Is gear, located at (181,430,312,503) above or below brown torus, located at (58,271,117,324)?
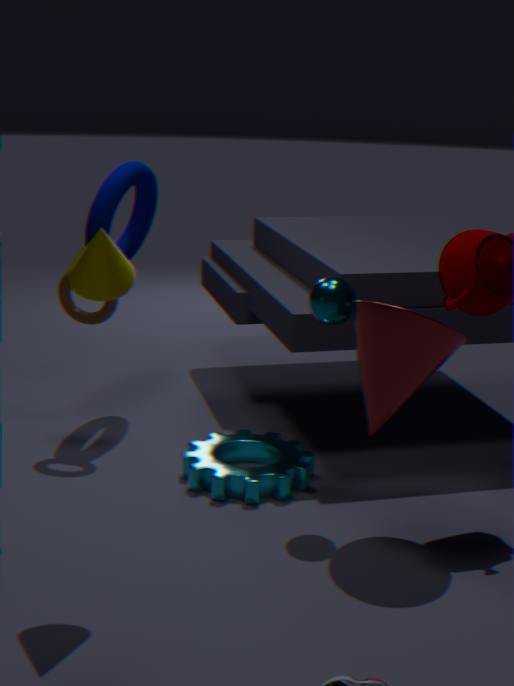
below
